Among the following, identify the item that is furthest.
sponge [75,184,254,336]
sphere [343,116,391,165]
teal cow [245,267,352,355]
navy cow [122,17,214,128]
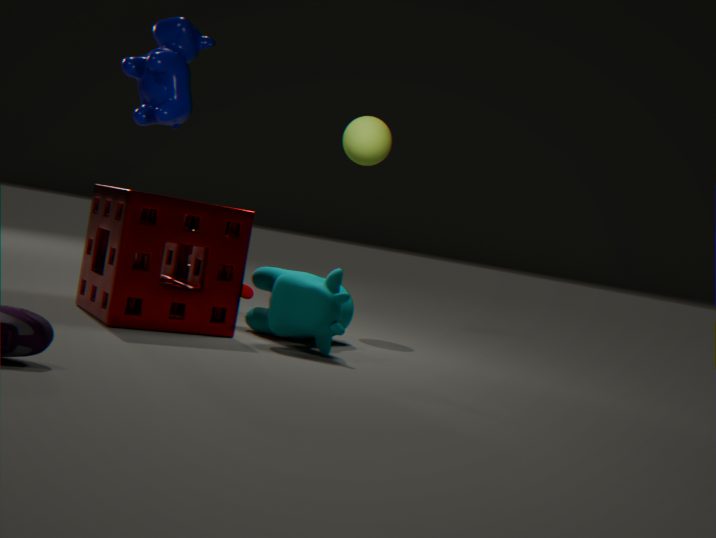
navy cow [122,17,214,128]
